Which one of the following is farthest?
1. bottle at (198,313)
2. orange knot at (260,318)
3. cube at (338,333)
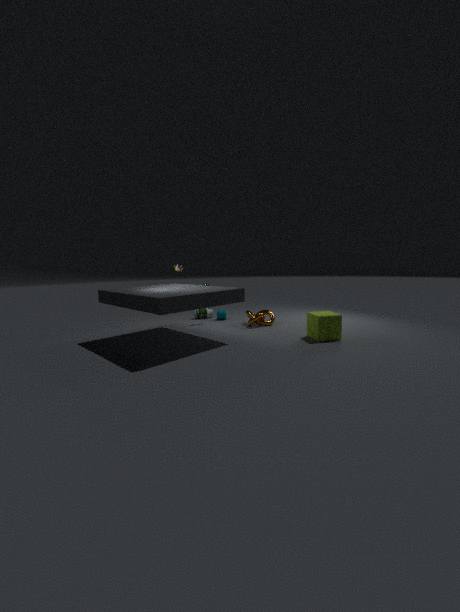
bottle at (198,313)
